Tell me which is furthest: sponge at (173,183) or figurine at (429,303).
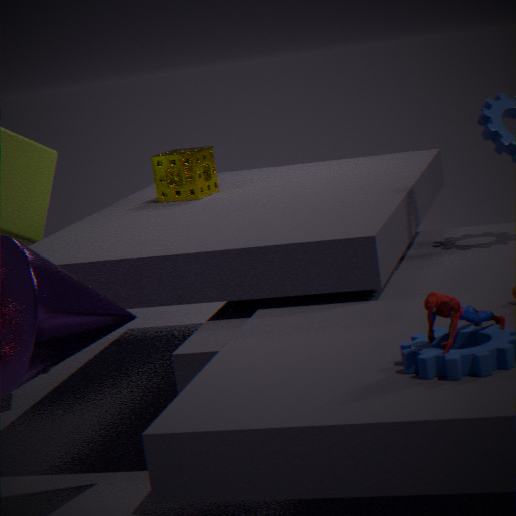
sponge at (173,183)
